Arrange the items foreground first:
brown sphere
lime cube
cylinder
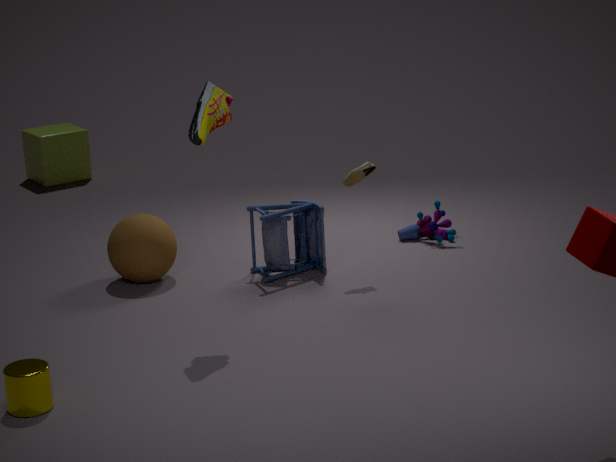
cylinder → brown sphere → lime cube
